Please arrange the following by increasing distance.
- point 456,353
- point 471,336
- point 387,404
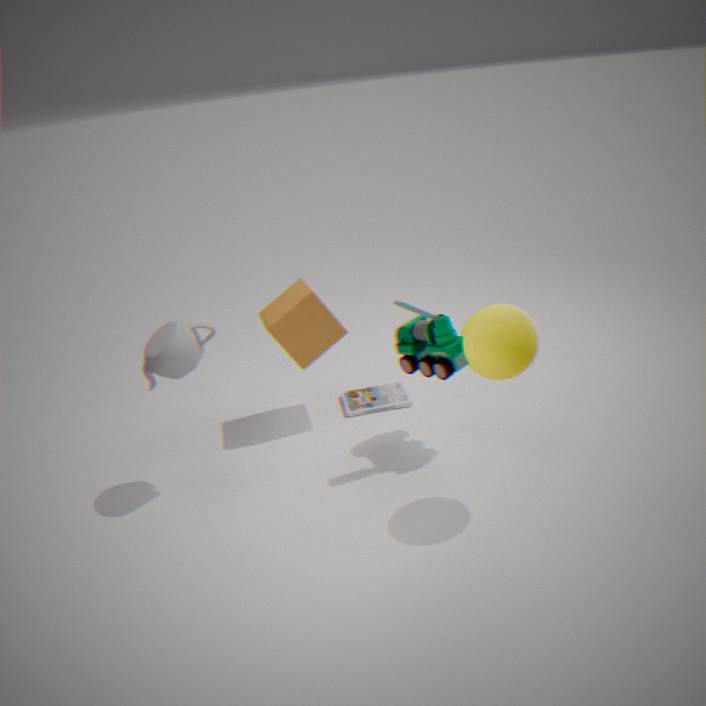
1. point 471,336
2. point 456,353
3. point 387,404
